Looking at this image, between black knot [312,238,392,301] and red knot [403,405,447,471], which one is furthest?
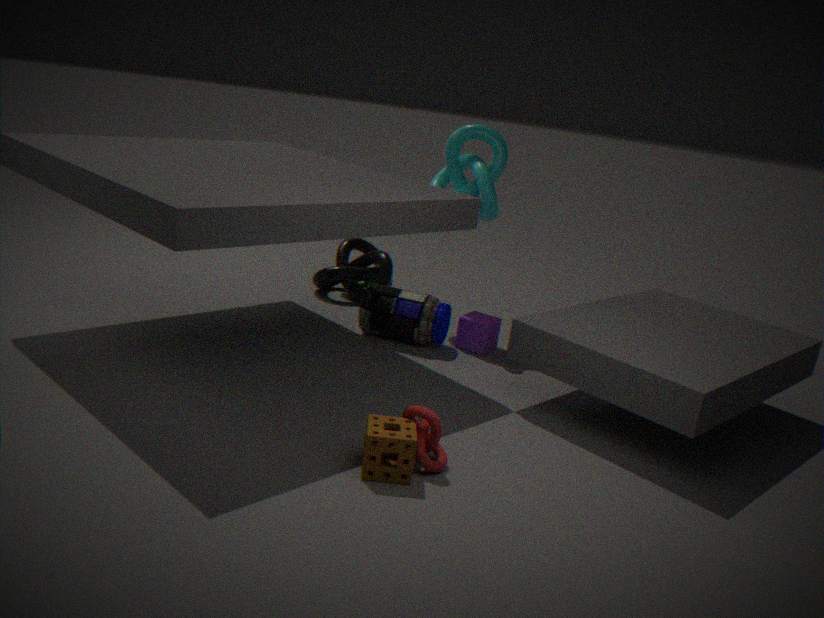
black knot [312,238,392,301]
